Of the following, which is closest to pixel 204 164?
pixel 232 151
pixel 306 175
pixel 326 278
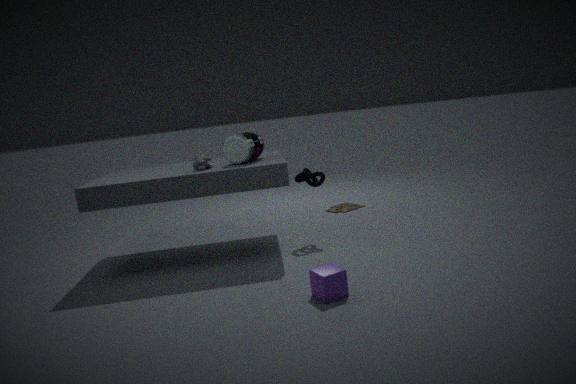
pixel 232 151
